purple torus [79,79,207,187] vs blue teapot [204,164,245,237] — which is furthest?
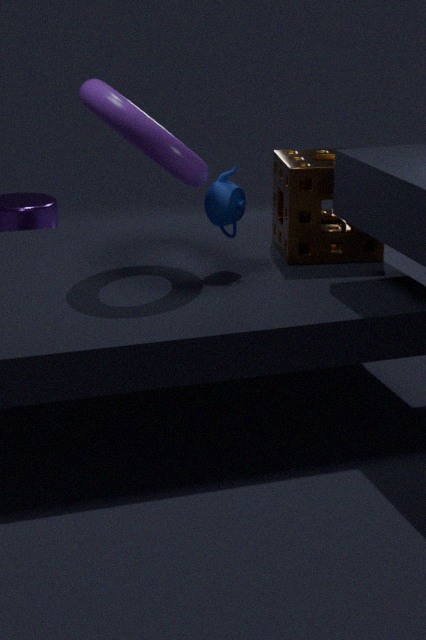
blue teapot [204,164,245,237]
